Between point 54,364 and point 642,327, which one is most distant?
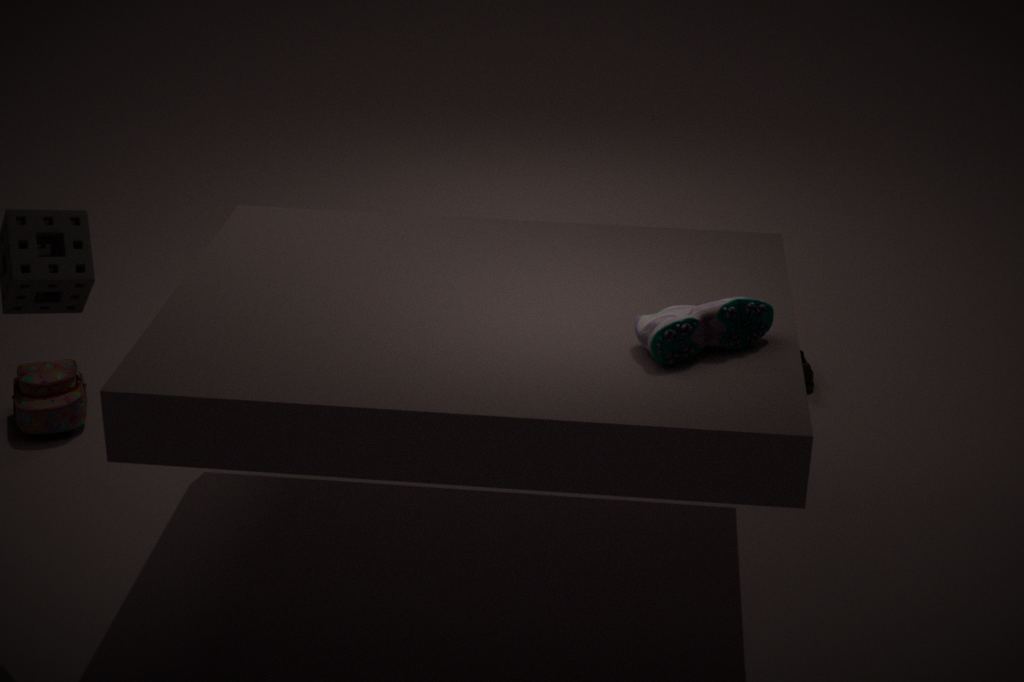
point 54,364
